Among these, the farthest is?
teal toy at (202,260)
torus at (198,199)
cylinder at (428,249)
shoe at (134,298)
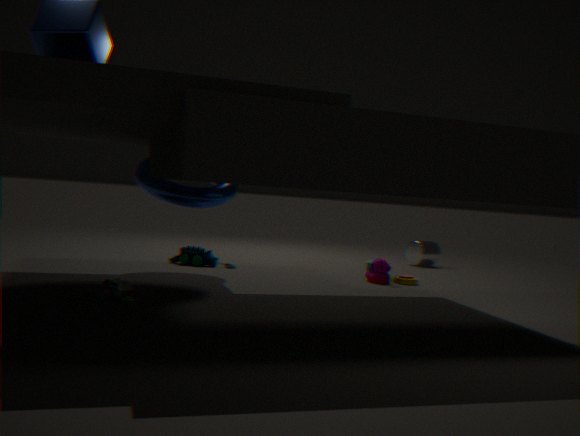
cylinder at (428,249)
